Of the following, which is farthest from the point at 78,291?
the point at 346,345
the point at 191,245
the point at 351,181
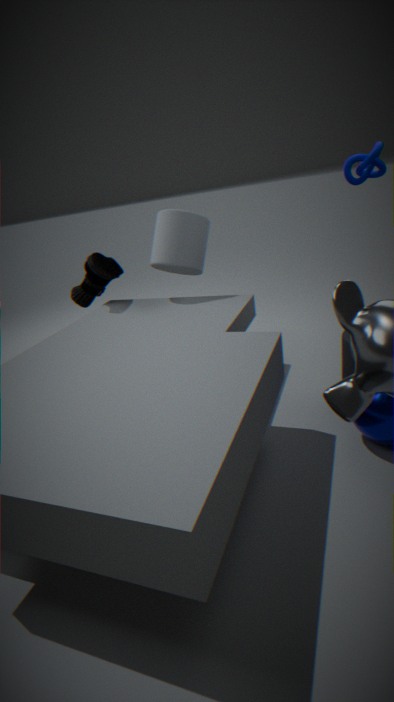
the point at 346,345
